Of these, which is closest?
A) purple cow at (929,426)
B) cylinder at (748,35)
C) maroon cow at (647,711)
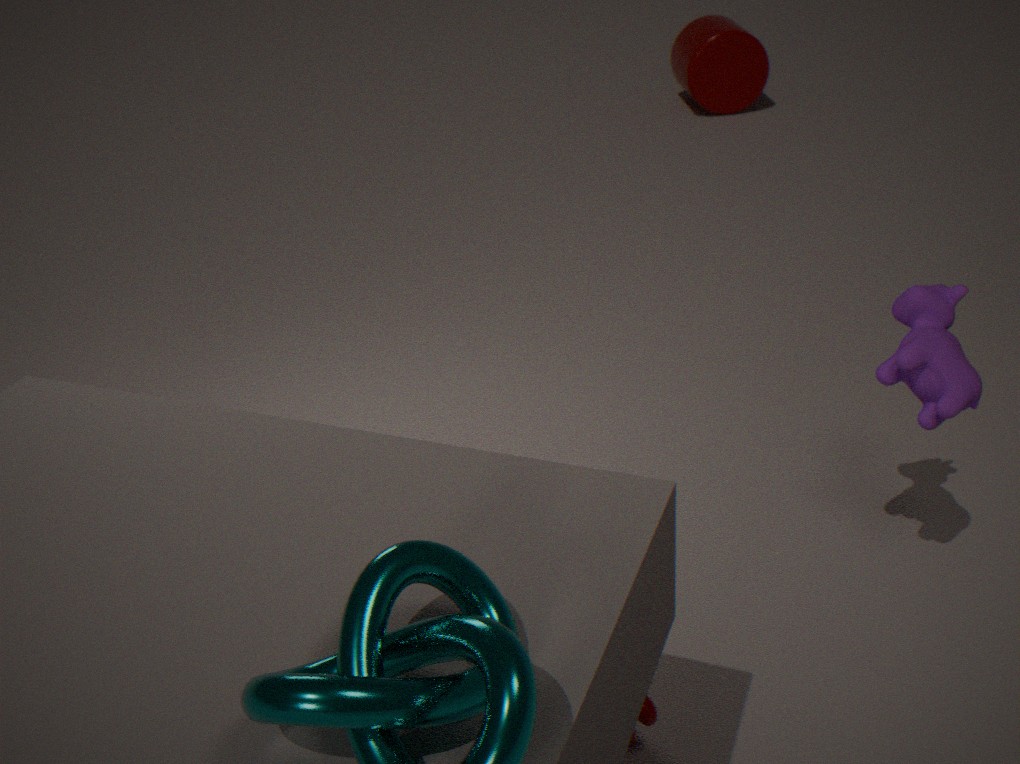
maroon cow at (647,711)
